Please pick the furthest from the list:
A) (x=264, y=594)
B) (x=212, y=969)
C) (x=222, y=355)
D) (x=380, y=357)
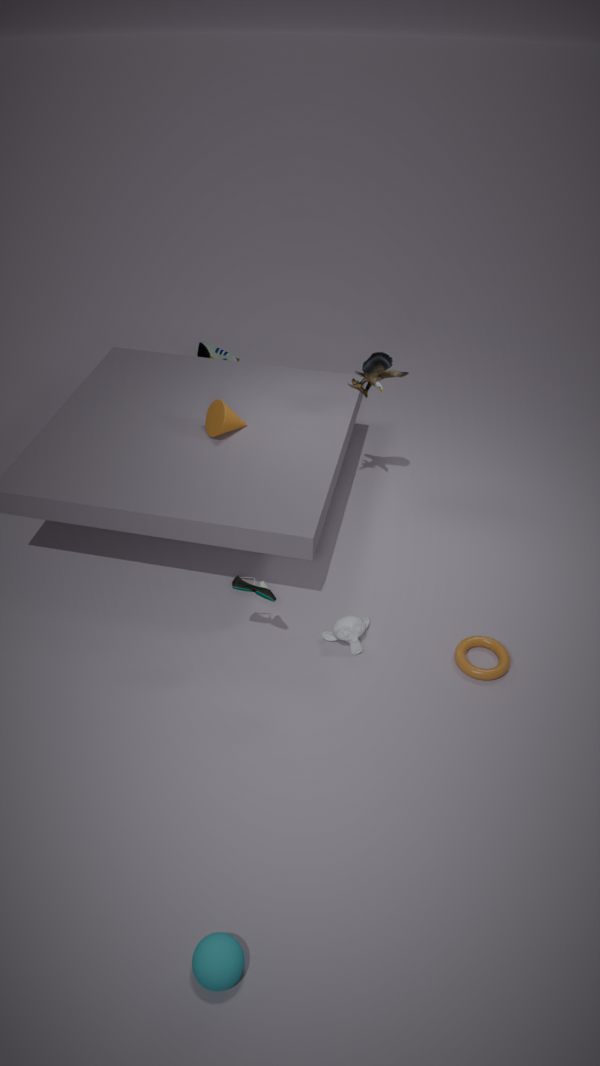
(x=222, y=355)
